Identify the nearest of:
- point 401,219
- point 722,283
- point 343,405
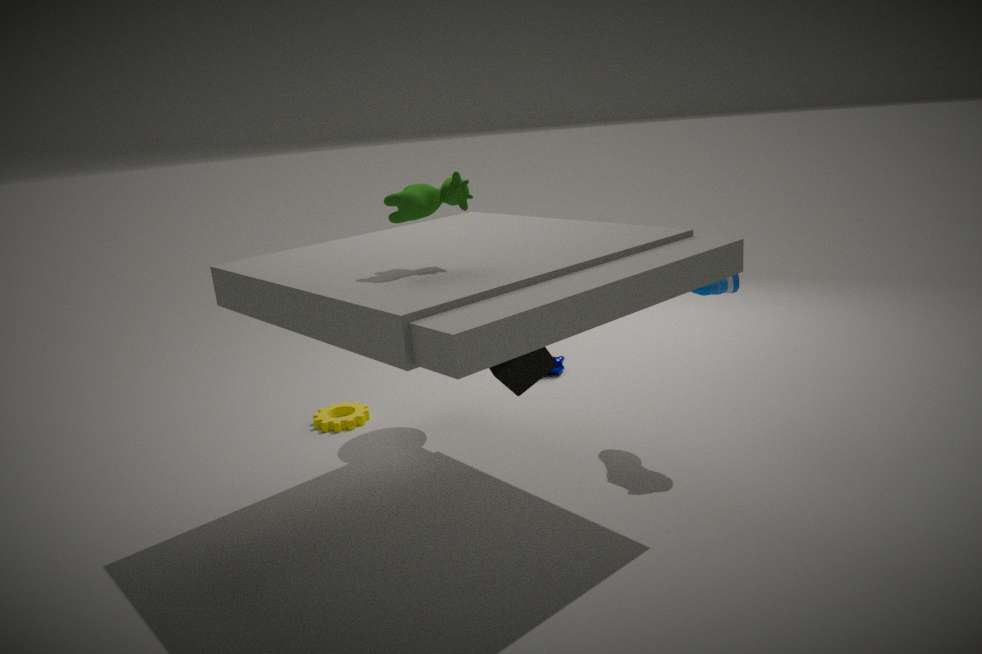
point 401,219
